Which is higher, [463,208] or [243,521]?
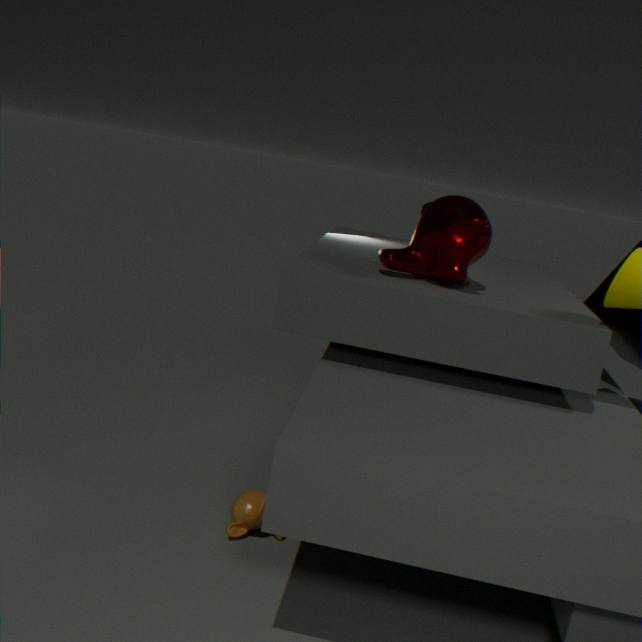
[463,208]
